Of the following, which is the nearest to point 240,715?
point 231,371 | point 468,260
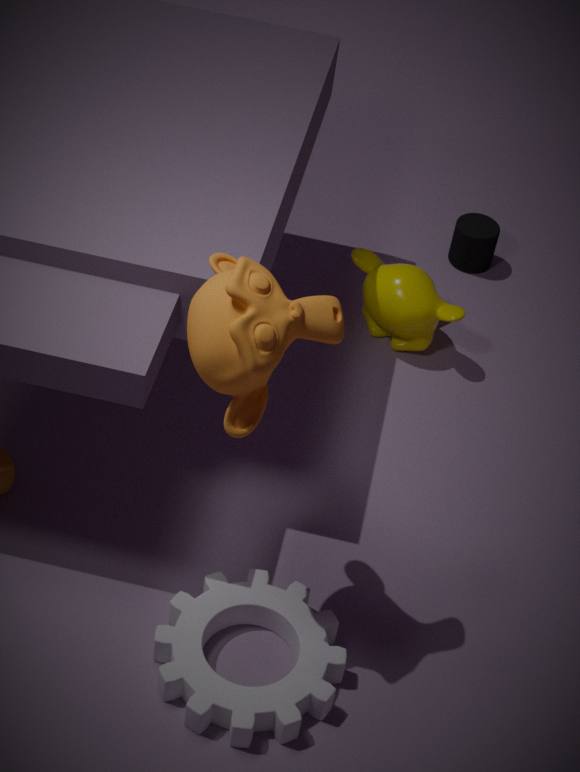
point 231,371
